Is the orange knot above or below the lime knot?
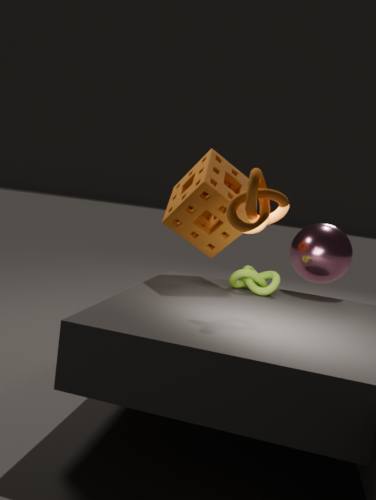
above
